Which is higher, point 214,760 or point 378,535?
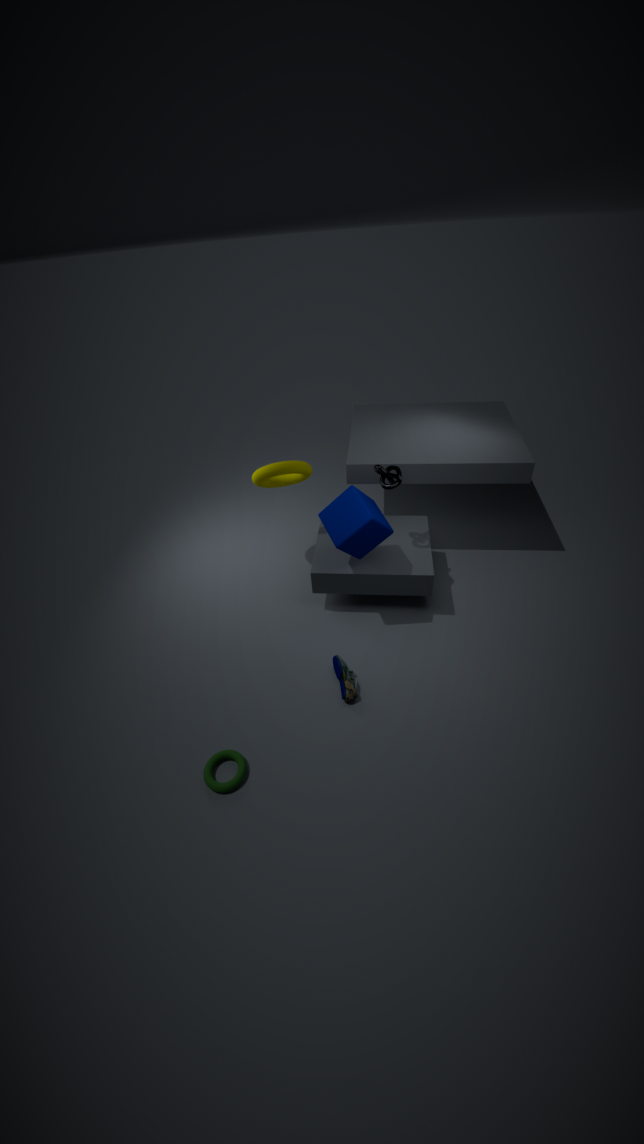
point 378,535
